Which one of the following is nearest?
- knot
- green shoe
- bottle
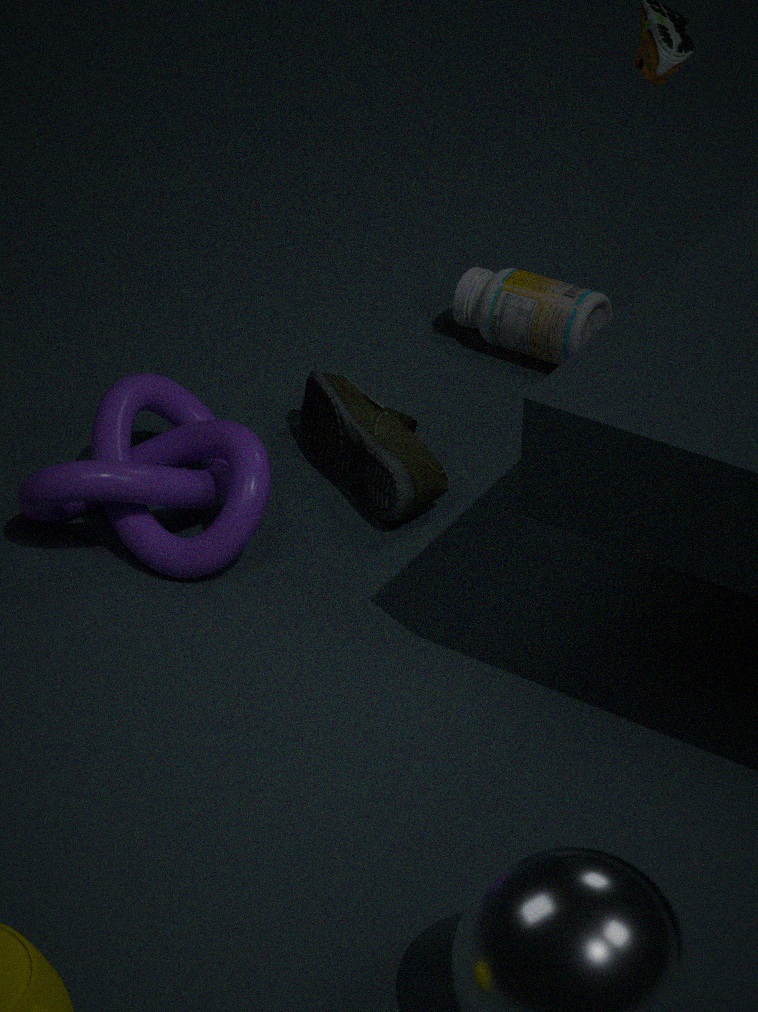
knot
